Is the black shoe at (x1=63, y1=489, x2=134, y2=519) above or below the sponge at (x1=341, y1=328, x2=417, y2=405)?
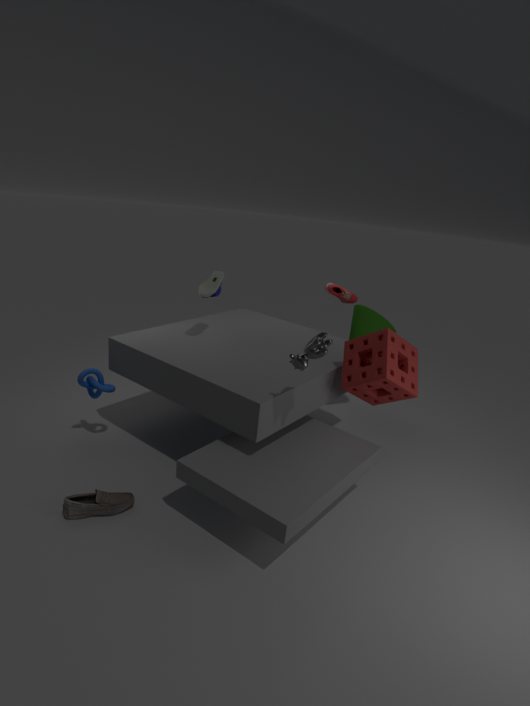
below
